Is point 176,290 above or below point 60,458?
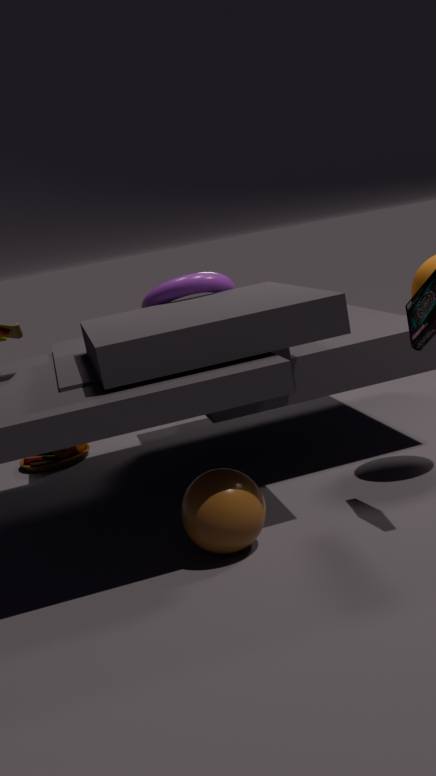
above
